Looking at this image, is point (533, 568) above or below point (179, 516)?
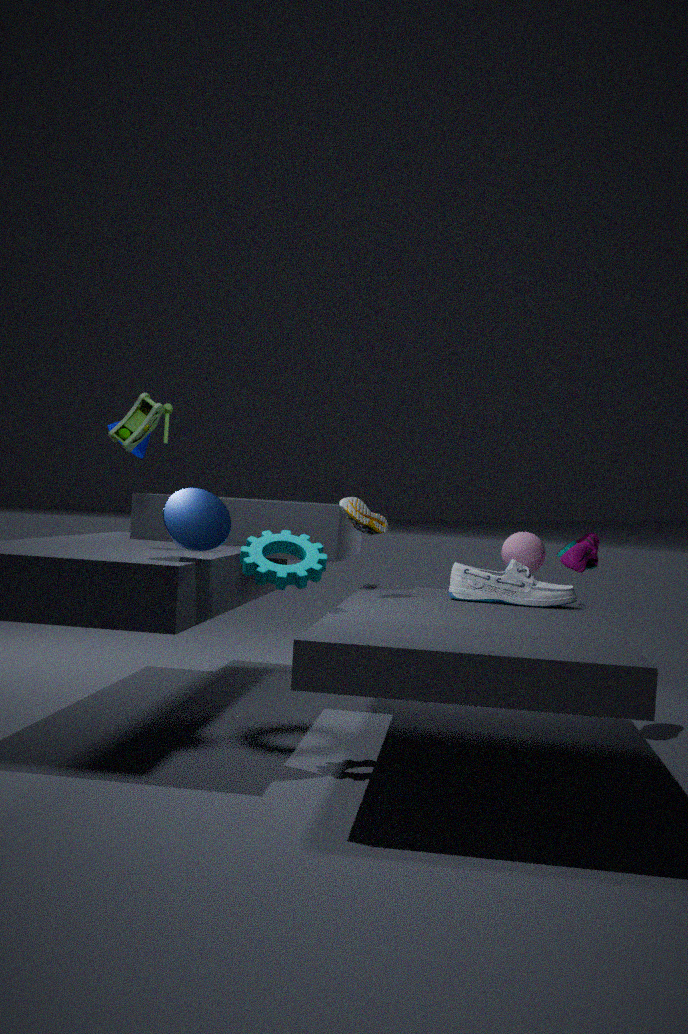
below
